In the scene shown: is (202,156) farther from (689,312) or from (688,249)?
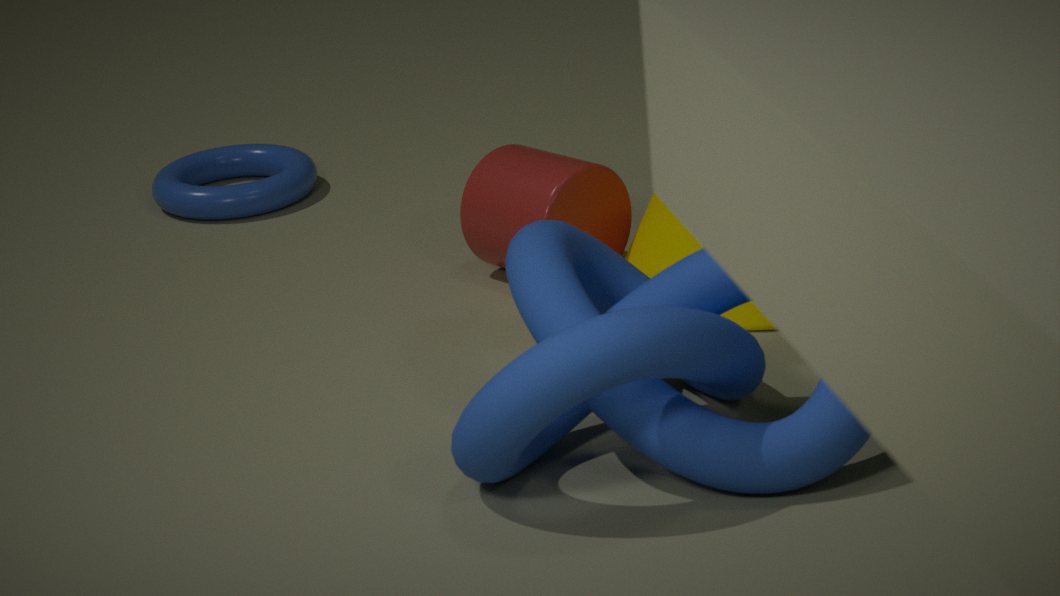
(689,312)
